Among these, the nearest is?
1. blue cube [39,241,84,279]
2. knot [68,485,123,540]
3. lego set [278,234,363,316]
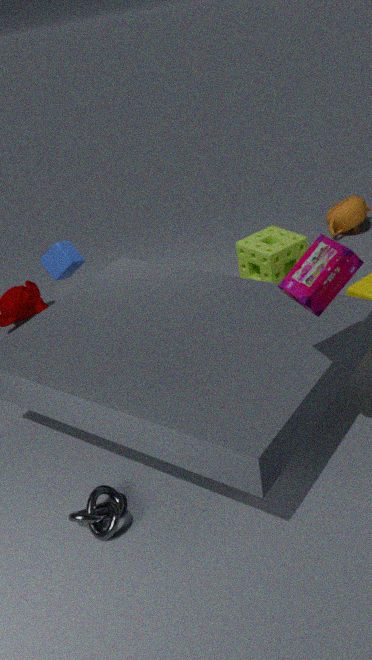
lego set [278,234,363,316]
